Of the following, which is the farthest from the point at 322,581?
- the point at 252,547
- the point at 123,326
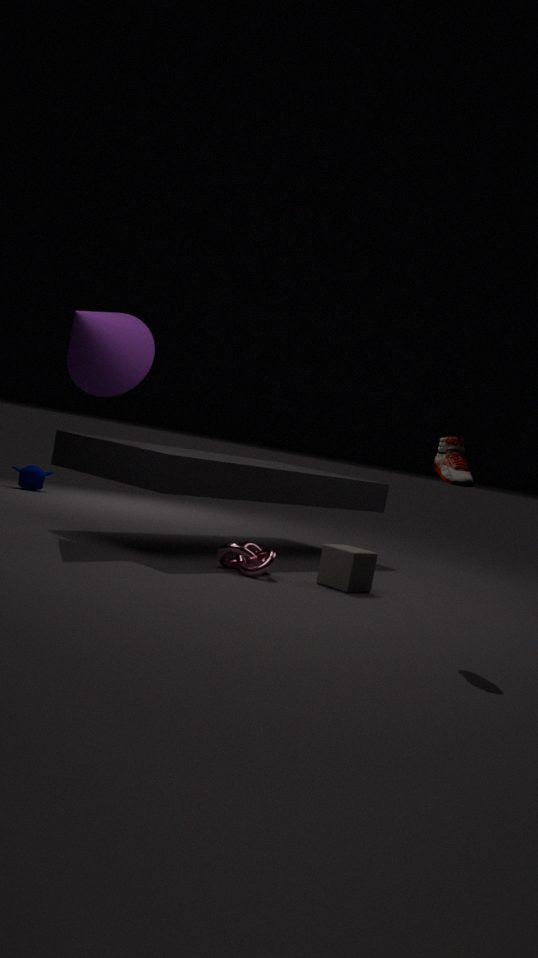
the point at 123,326
